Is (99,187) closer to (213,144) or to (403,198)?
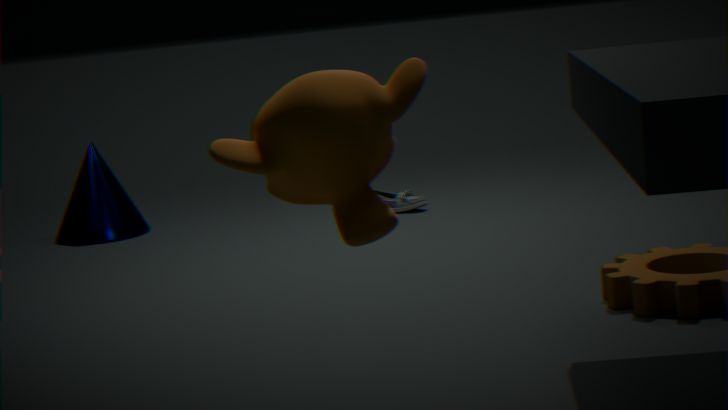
(403,198)
